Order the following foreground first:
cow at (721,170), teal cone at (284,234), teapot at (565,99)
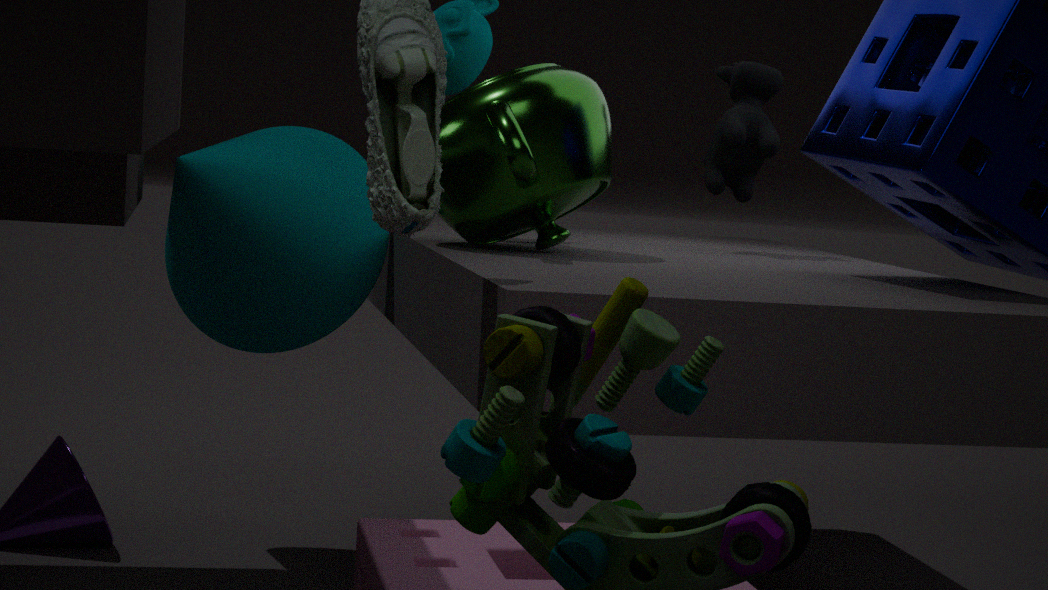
teapot at (565,99) < teal cone at (284,234) < cow at (721,170)
